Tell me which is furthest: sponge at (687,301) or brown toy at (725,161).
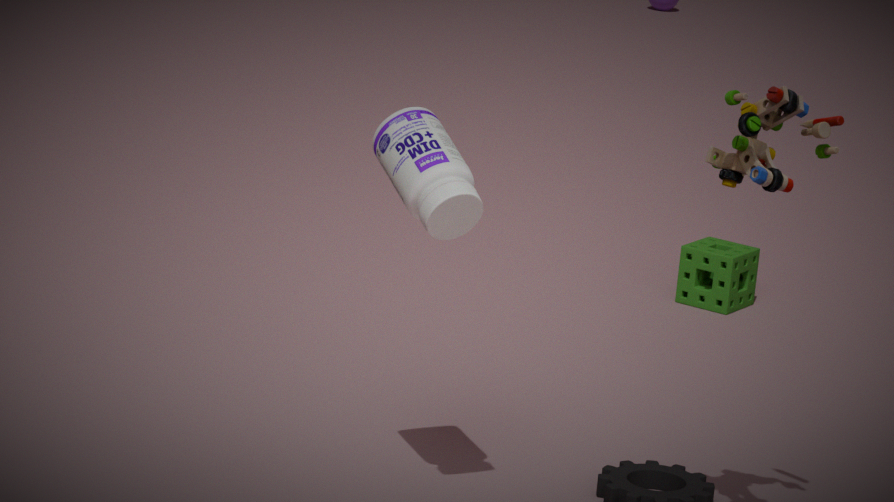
sponge at (687,301)
